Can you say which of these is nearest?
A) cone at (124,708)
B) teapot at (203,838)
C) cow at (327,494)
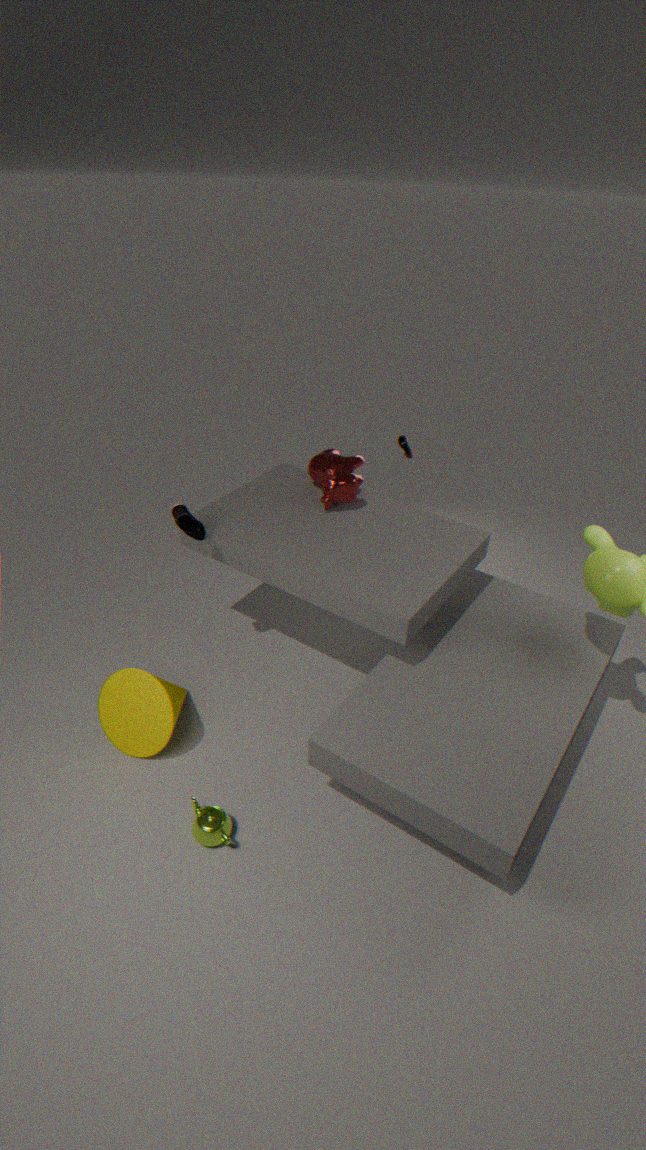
teapot at (203,838)
